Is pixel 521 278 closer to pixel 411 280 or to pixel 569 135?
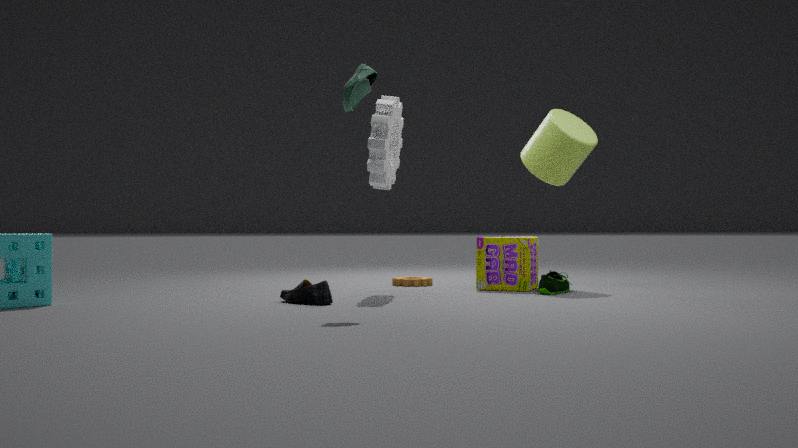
pixel 411 280
